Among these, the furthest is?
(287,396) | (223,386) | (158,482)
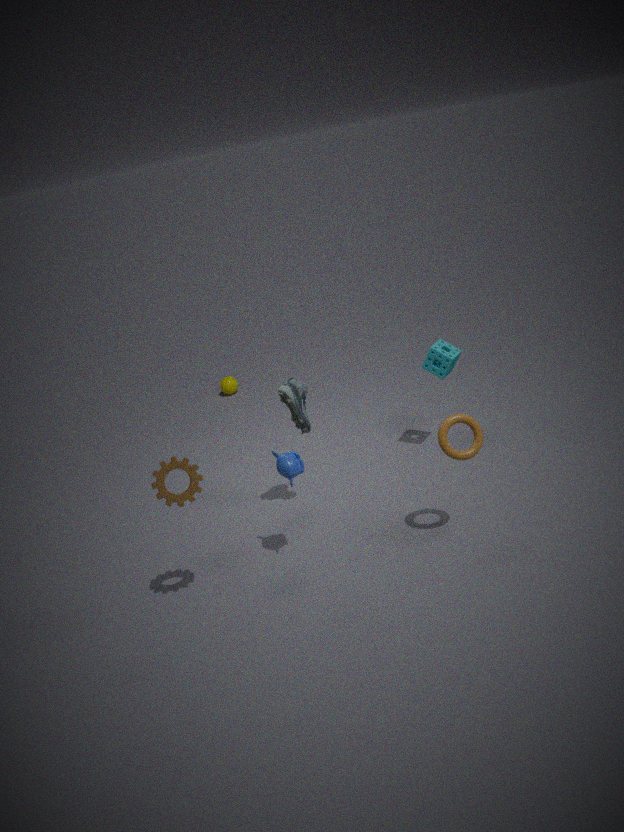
(223,386)
